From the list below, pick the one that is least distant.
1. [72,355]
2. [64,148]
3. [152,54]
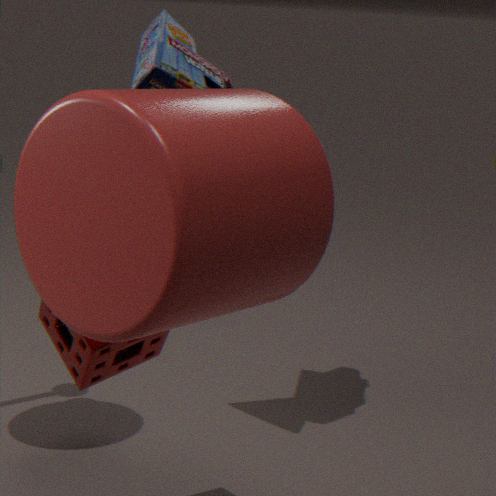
[64,148]
